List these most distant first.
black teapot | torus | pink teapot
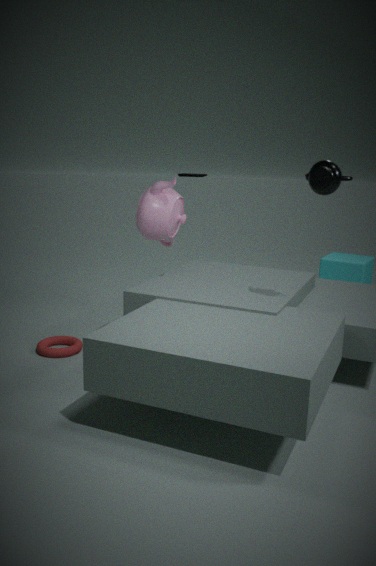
torus → pink teapot → black teapot
